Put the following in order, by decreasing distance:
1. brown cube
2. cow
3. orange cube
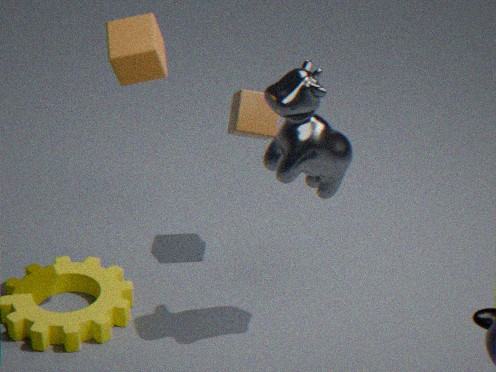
1. brown cube
2. orange cube
3. cow
